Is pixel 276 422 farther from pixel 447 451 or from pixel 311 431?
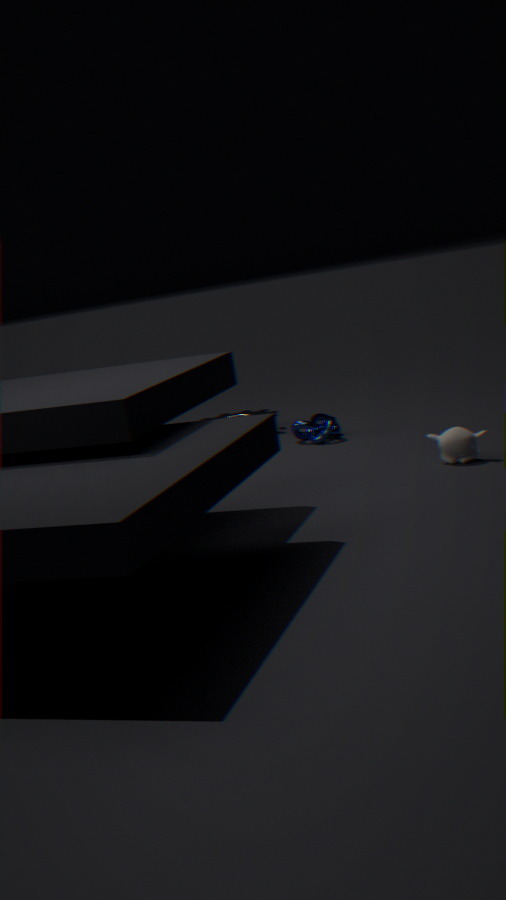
pixel 447 451
